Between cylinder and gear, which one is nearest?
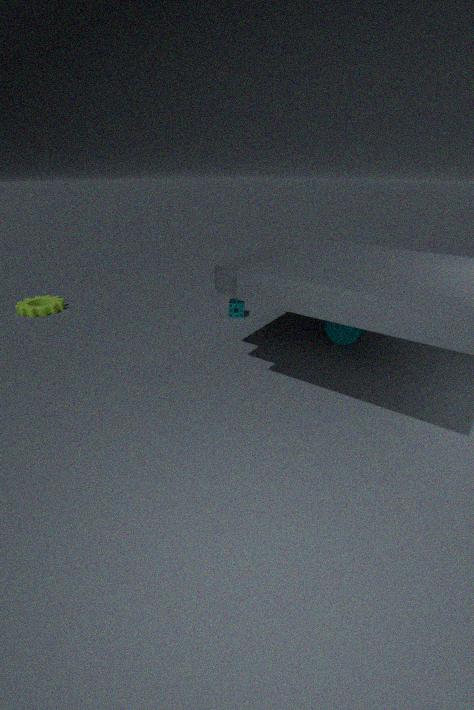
cylinder
